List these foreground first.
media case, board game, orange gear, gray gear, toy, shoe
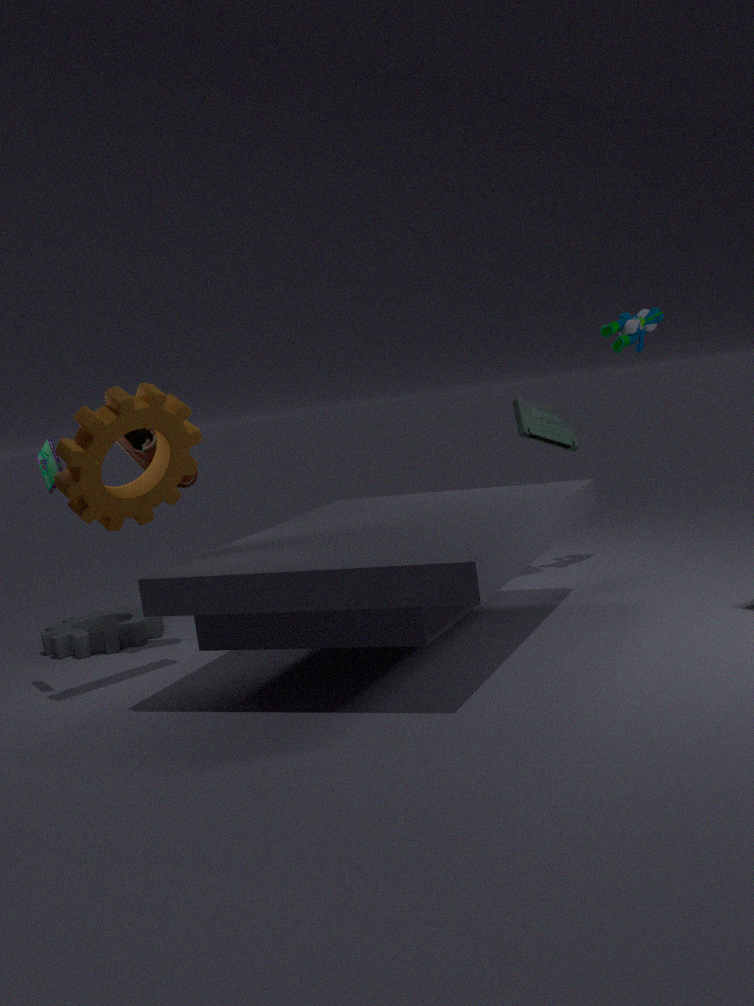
Result: orange gear, board game, shoe, gray gear, toy, media case
